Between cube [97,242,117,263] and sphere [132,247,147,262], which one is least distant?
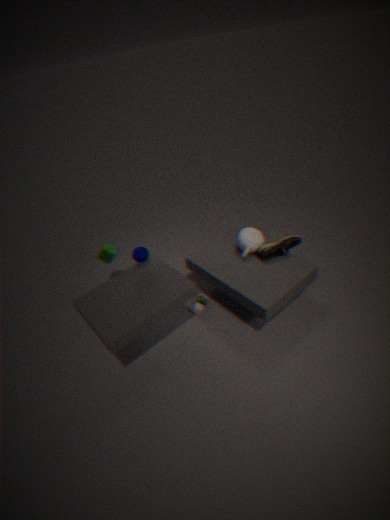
sphere [132,247,147,262]
